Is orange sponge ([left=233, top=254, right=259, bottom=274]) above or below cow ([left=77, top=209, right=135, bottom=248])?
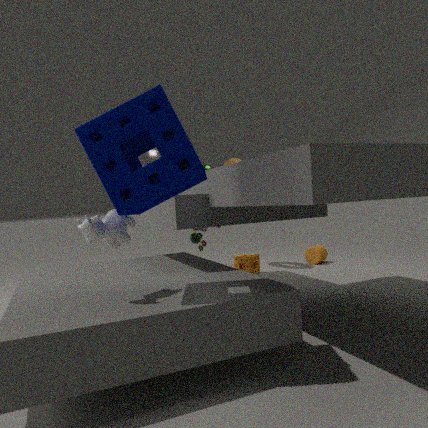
below
